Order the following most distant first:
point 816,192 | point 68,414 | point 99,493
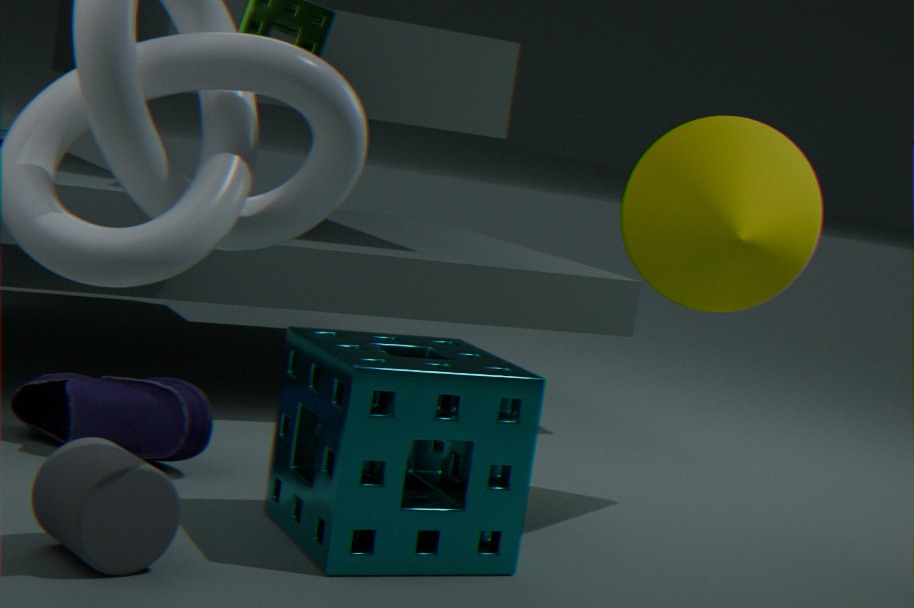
point 816,192, point 68,414, point 99,493
